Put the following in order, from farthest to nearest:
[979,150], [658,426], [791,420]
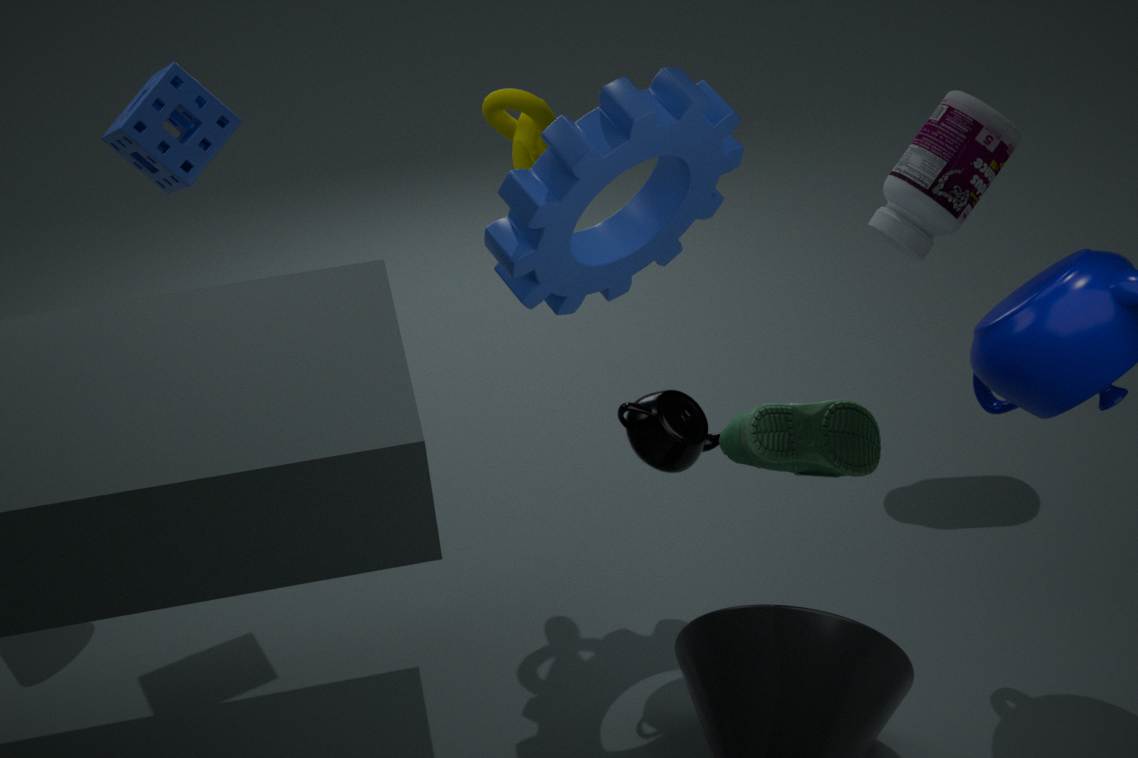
[979,150], [658,426], [791,420]
